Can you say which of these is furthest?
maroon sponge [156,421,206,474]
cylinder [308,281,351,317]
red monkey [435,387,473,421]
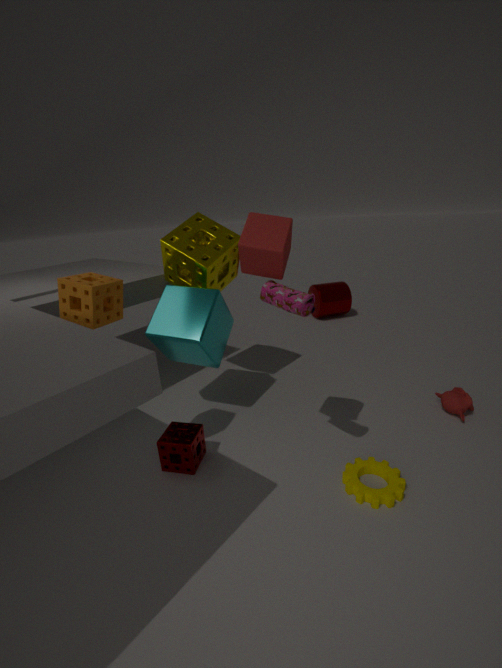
cylinder [308,281,351,317]
